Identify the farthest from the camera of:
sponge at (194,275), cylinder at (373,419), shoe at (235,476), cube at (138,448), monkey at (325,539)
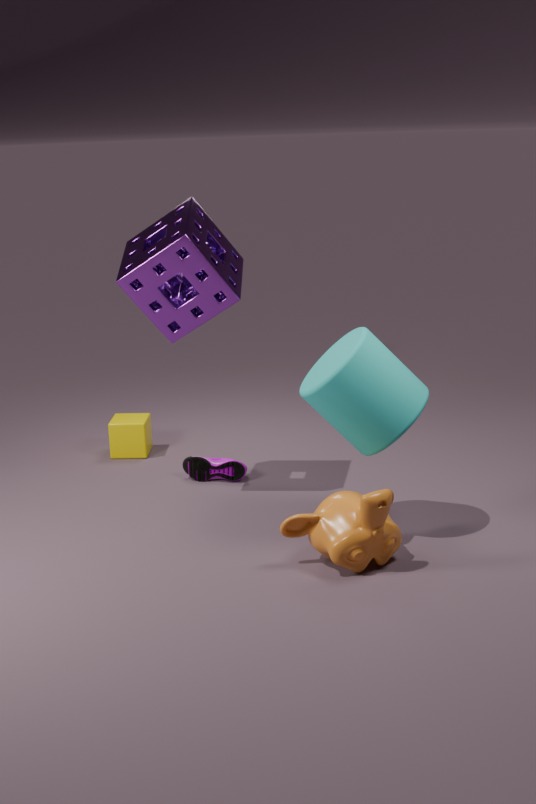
cube at (138,448)
